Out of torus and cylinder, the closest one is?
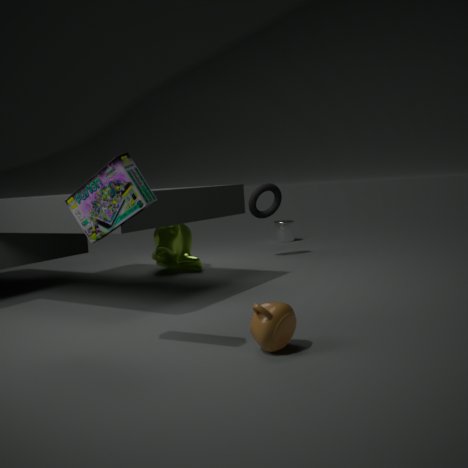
torus
